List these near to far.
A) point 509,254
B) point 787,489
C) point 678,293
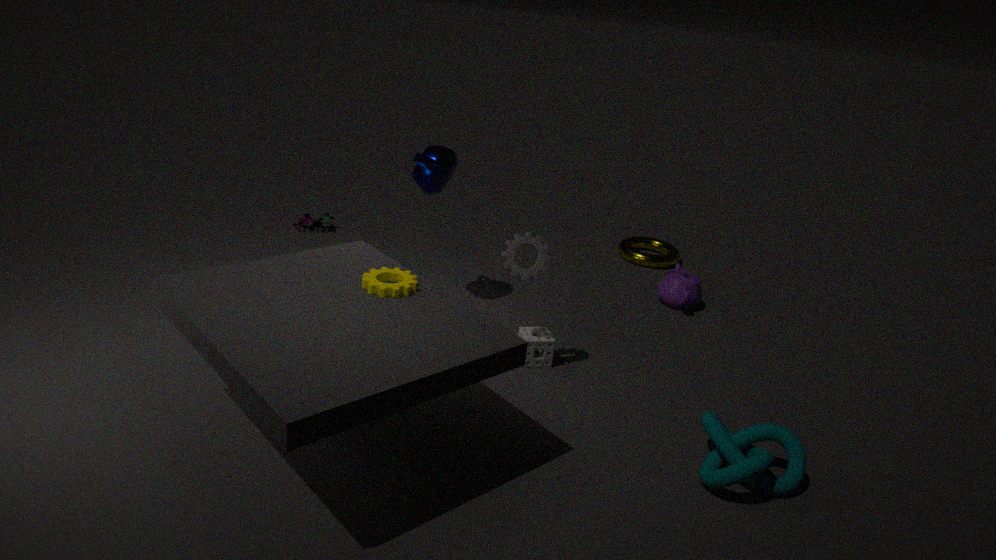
point 787,489 < point 509,254 < point 678,293
